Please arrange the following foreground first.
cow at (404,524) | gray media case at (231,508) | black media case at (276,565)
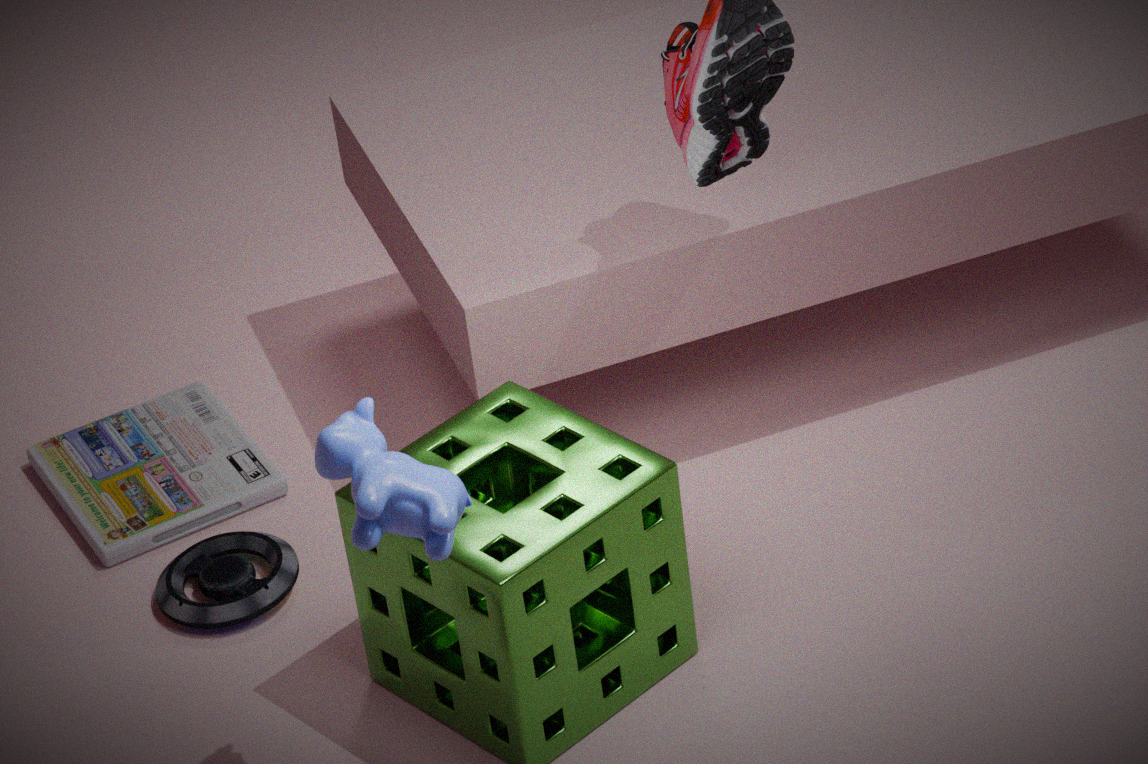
1. cow at (404,524)
2. black media case at (276,565)
3. gray media case at (231,508)
